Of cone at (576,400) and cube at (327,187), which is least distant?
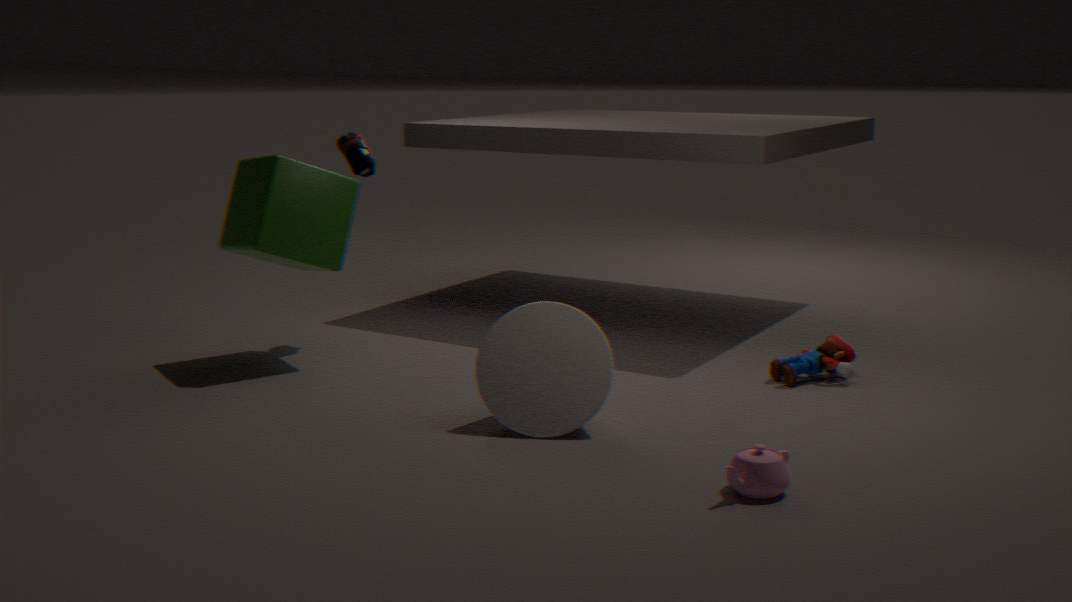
cone at (576,400)
